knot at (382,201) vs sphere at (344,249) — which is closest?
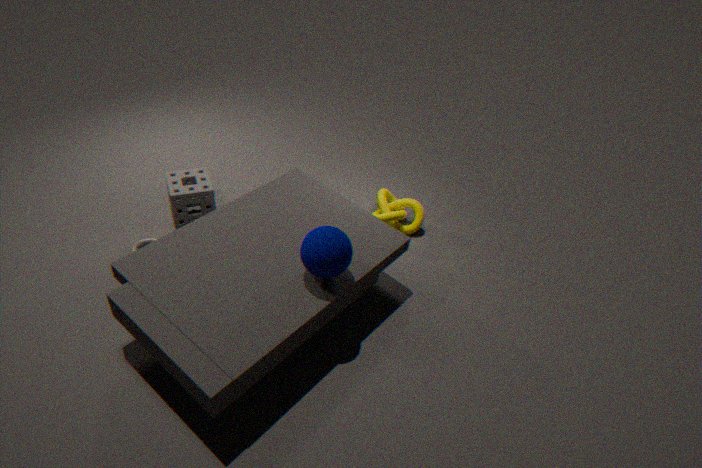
sphere at (344,249)
